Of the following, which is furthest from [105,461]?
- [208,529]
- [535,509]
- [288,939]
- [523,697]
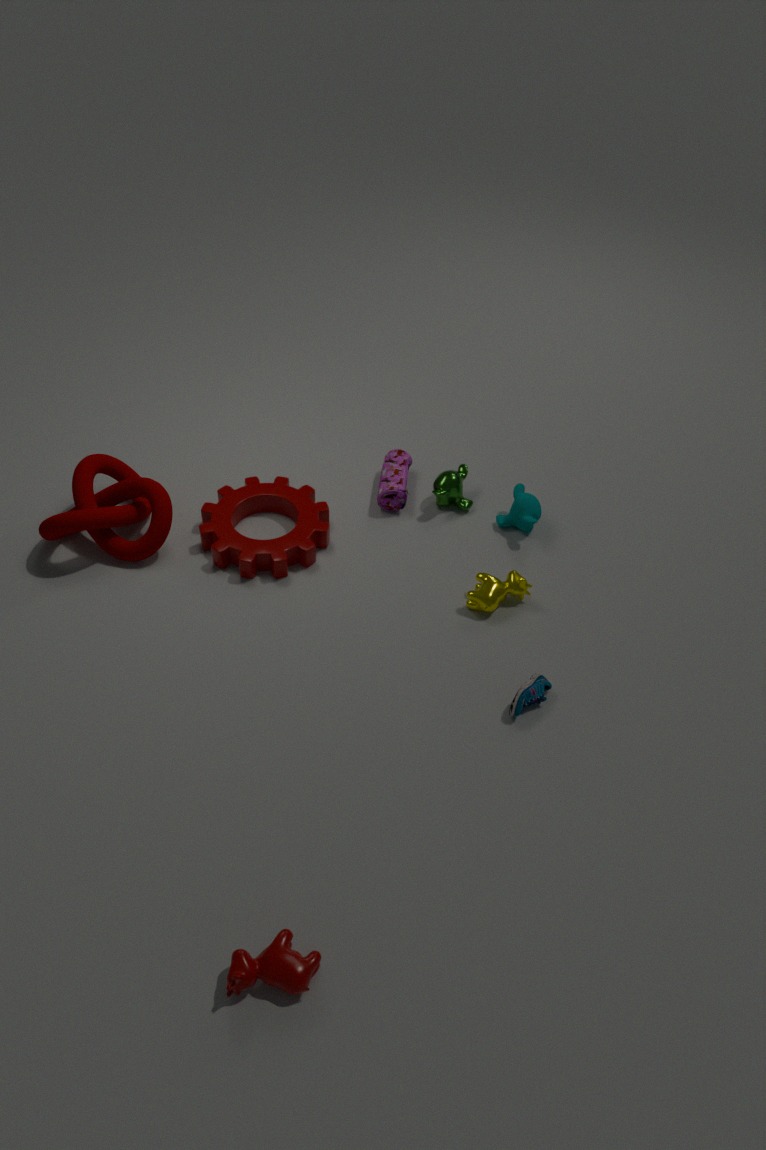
[288,939]
